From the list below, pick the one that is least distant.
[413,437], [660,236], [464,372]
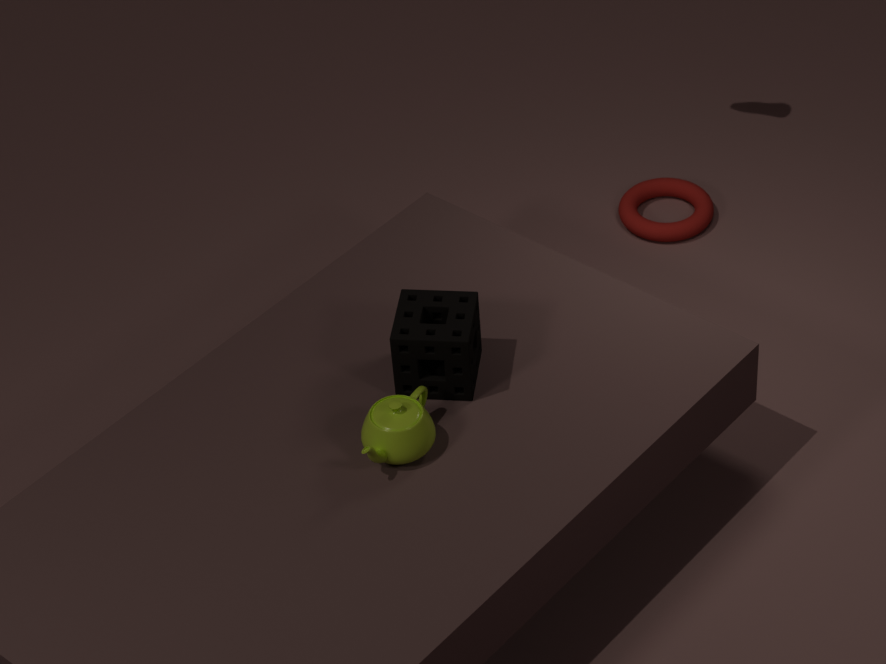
[413,437]
